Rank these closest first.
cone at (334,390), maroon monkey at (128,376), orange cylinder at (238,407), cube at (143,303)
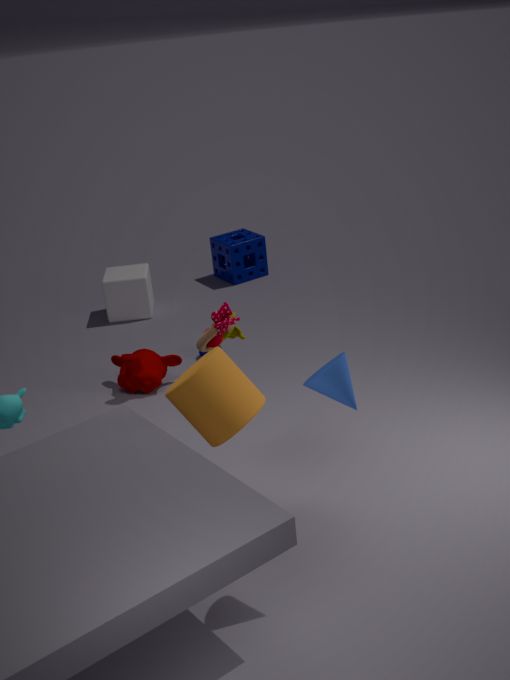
cone at (334,390) → orange cylinder at (238,407) → maroon monkey at (128,376) → cube at (143,303)
